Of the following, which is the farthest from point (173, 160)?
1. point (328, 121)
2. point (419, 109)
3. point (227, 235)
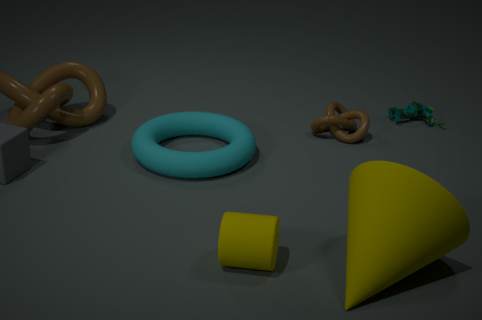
point (419, 109)
